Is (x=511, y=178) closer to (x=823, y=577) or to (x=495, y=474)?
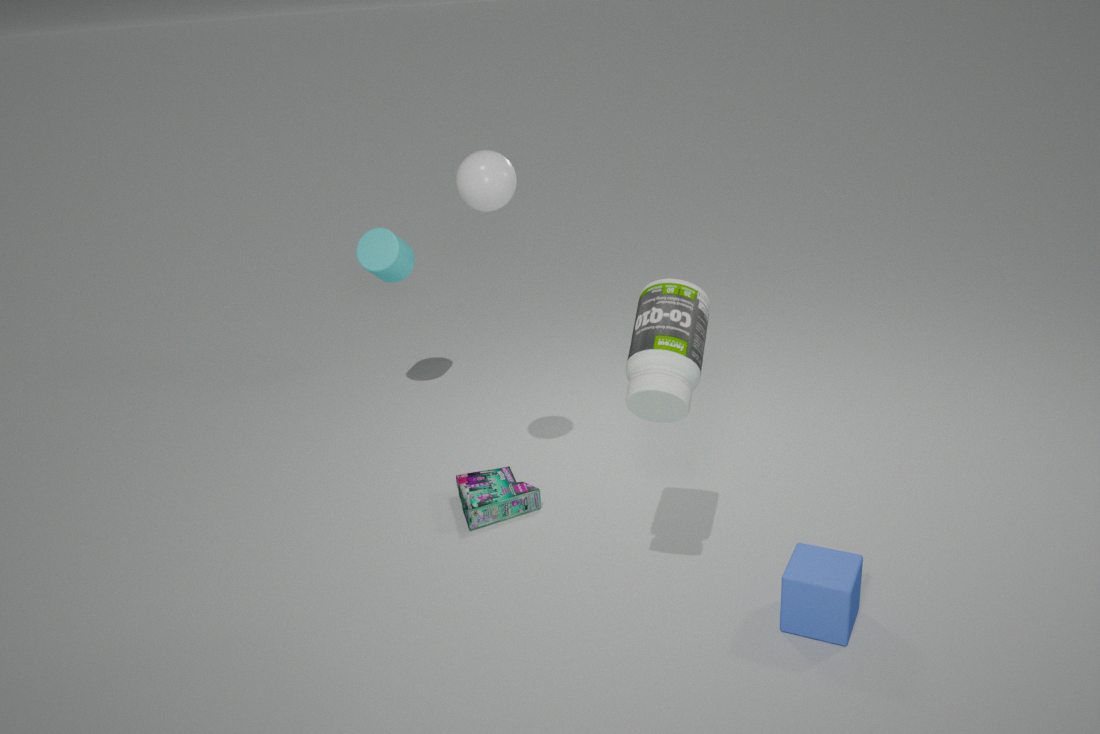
(x=495, y=474)
